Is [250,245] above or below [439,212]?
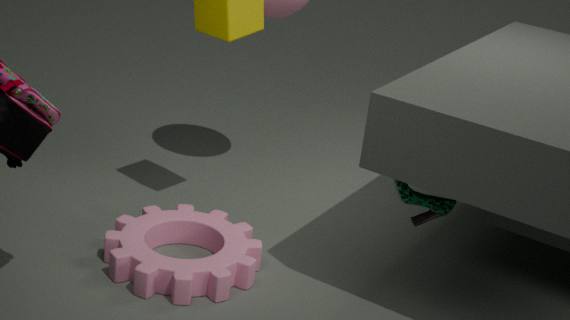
below
